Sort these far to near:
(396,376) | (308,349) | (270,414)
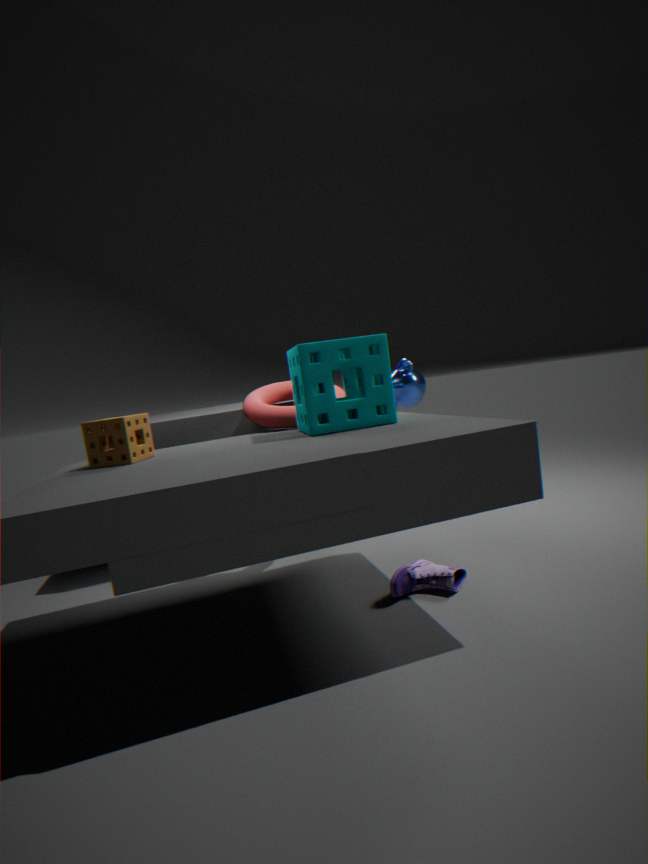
(396,376), (270,414), (308,349)
